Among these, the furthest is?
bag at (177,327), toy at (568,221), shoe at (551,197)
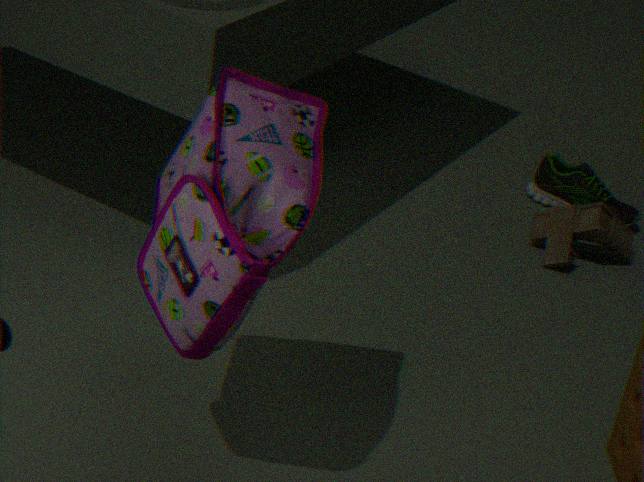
shoe at (551,197)
